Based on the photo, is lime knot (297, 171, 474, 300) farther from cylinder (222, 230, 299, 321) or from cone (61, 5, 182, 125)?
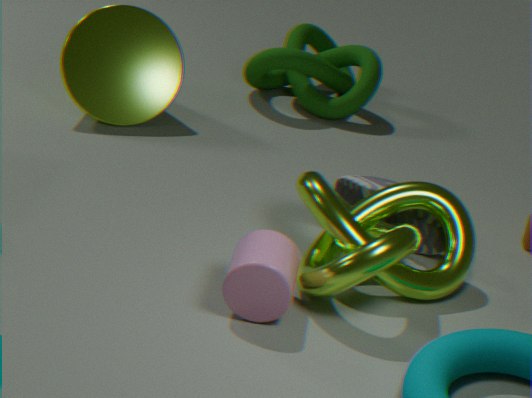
cone (61, 5, 182, 125)
